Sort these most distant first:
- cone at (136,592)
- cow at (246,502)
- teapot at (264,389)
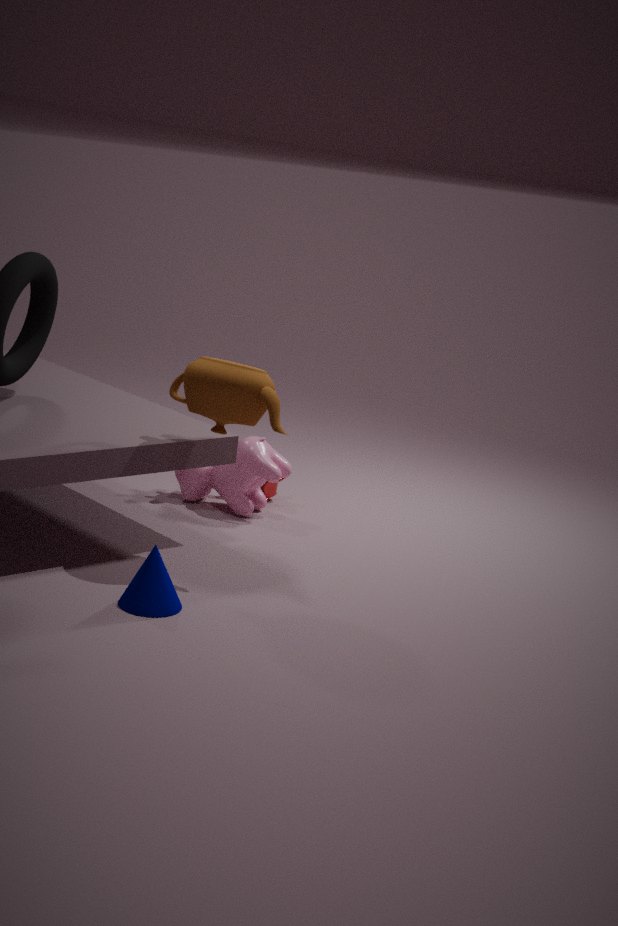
cow at (246,502)
teapot at (264,389)
cone at (136,592)
